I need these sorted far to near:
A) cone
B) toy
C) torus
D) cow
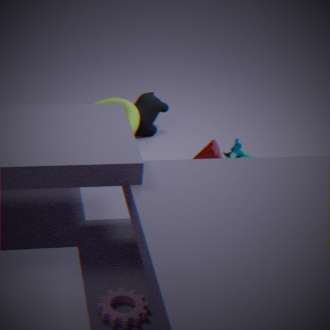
cow
torus
toy
cone
